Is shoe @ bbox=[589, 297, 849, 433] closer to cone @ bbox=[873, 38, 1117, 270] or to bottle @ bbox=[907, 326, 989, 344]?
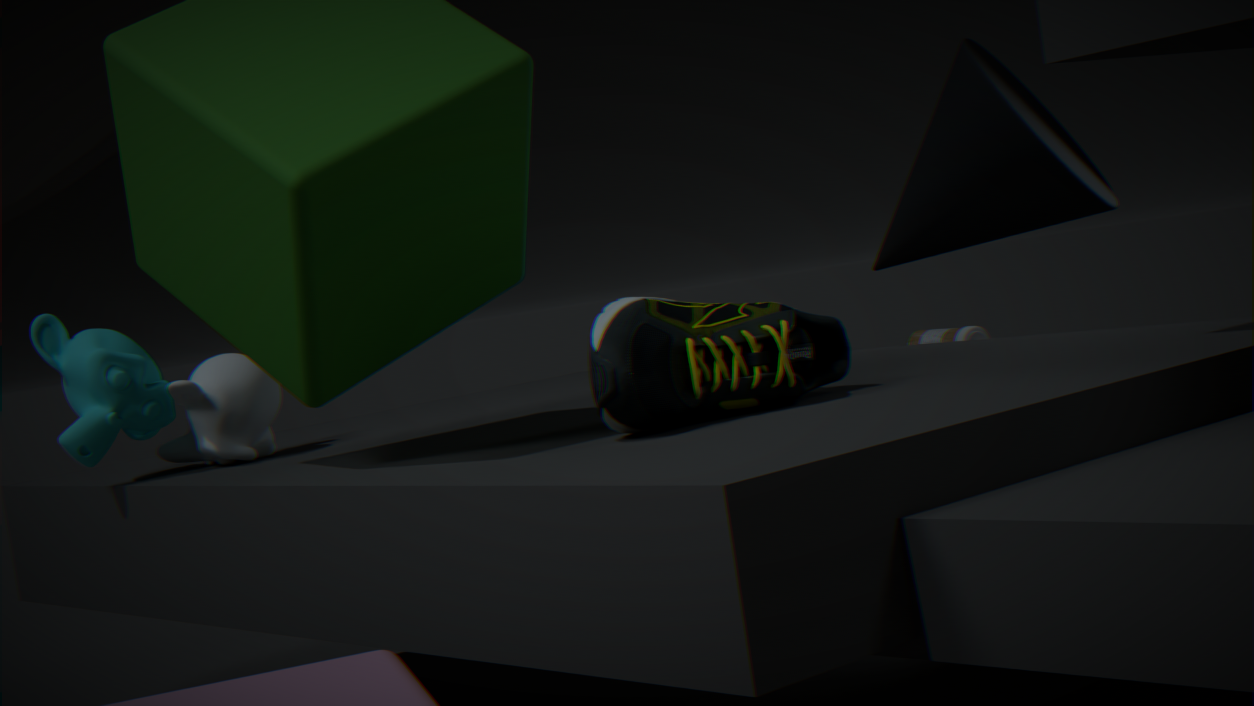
cone @ bbox=[873, 38, 1117, 270]
